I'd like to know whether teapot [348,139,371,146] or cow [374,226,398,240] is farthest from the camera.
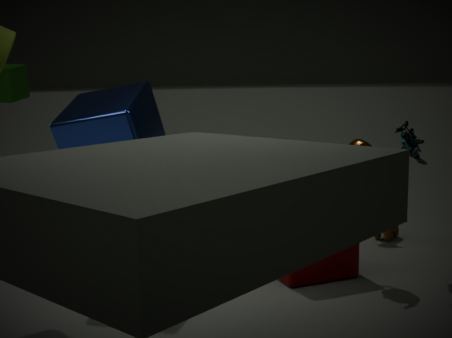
cow [374,226,398,240]
